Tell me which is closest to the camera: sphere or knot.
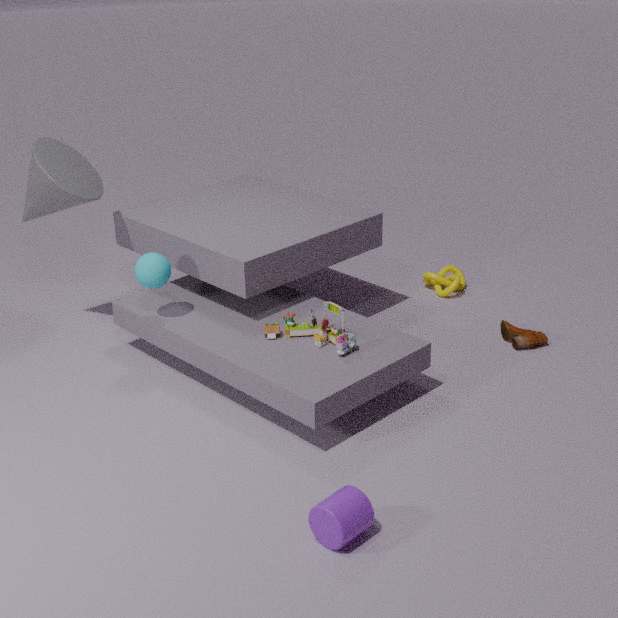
sphere
